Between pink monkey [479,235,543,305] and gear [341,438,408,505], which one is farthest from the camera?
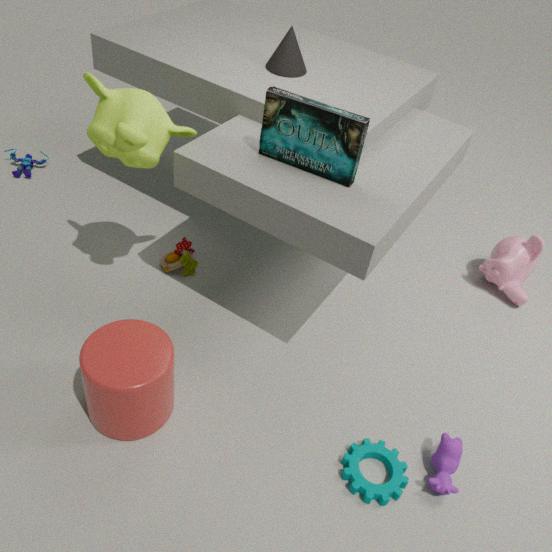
pink monkey [479,235,543,305]
